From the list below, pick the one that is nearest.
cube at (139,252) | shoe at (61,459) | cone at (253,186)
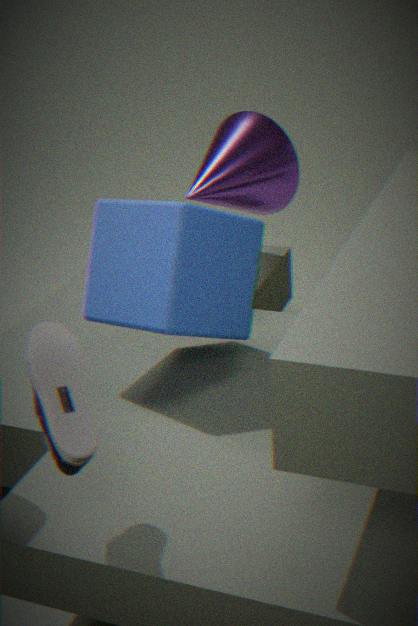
shoe at (61,459)
